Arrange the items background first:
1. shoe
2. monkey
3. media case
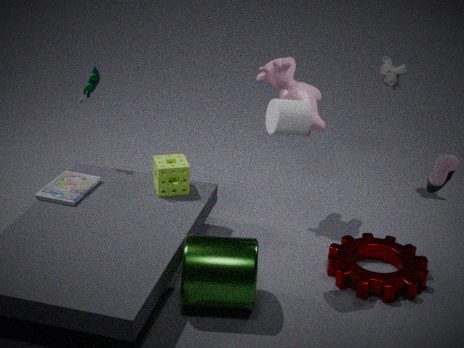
monkey < media case < shoe
